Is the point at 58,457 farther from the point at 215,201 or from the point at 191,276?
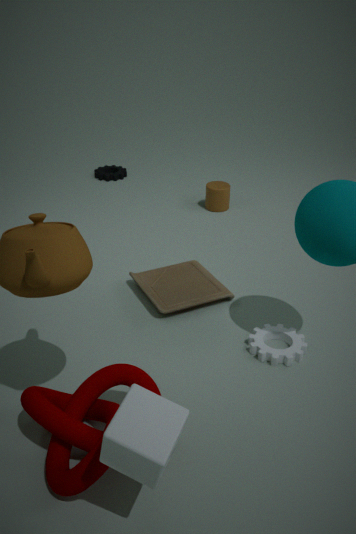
the point at 215,201
